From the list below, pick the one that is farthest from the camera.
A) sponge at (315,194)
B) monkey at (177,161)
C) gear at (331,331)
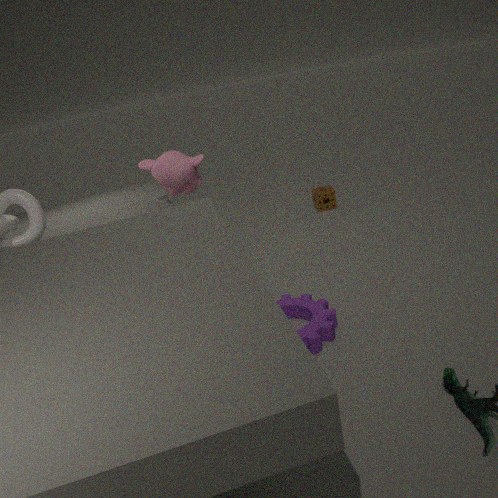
sponge at (315,194)
